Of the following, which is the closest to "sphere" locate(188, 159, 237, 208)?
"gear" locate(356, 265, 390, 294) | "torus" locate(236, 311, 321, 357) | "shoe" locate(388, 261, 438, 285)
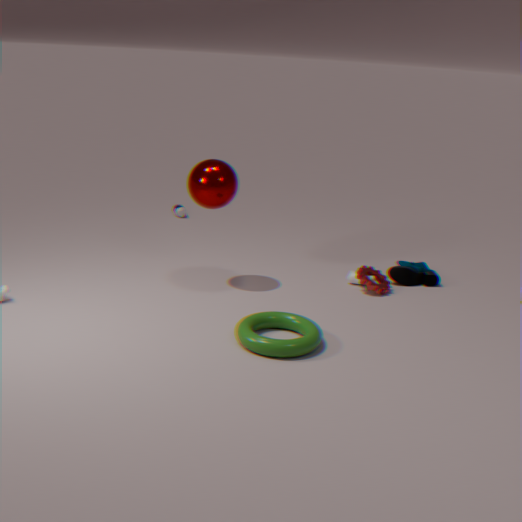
"torus" locate(236, 311, 321, 357)
